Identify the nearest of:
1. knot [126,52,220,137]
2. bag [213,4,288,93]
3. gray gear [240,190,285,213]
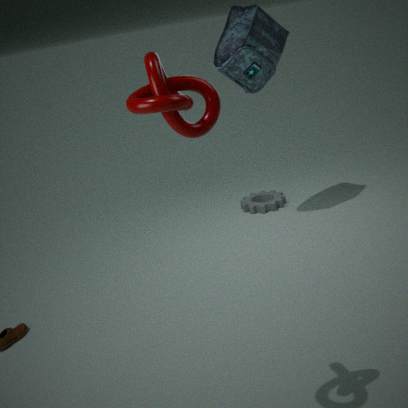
knot [126,52,220,137]
